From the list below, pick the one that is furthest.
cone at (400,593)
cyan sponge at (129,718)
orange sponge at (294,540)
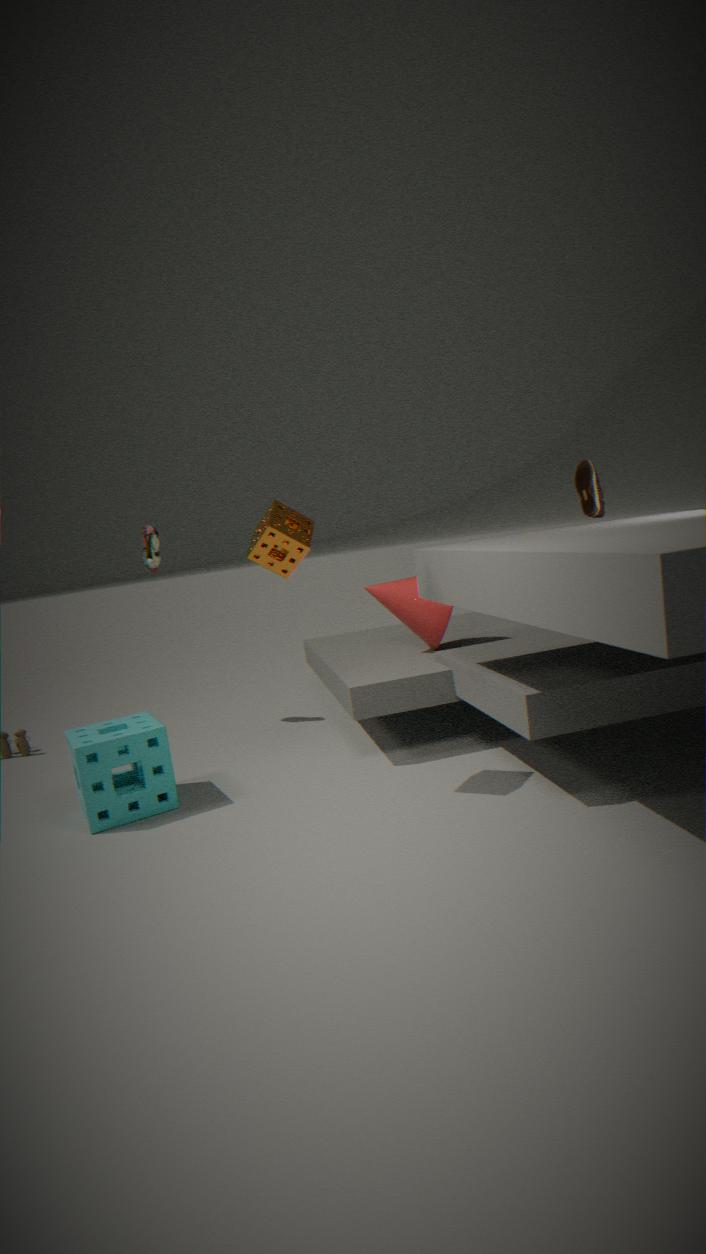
cone at (400,593)
